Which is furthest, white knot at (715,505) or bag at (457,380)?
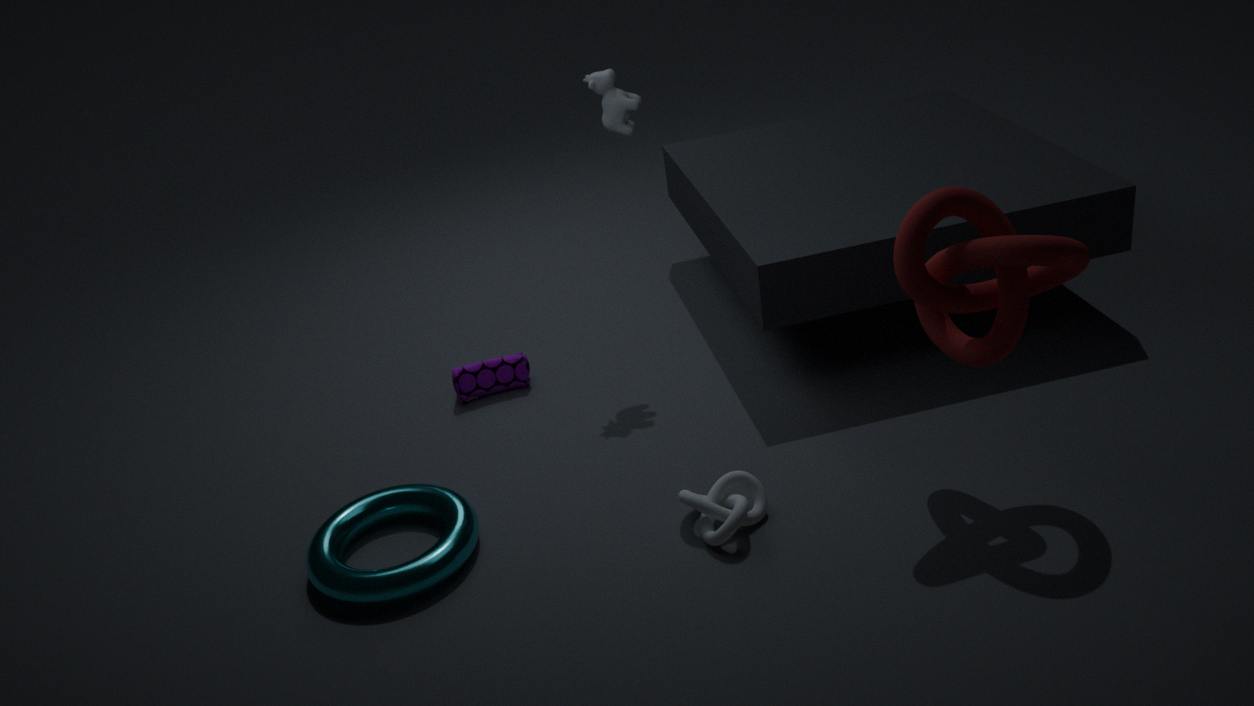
bag at (457,380)
